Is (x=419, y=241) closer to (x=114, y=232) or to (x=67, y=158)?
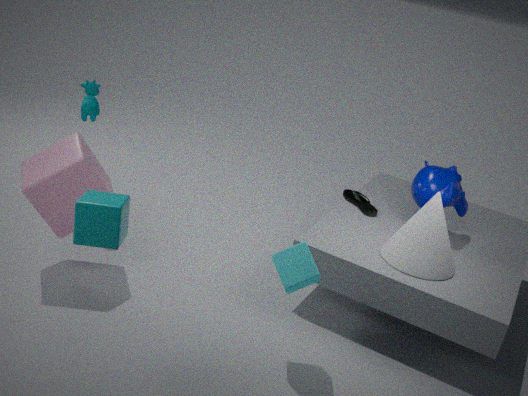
(x=114, y=232)
